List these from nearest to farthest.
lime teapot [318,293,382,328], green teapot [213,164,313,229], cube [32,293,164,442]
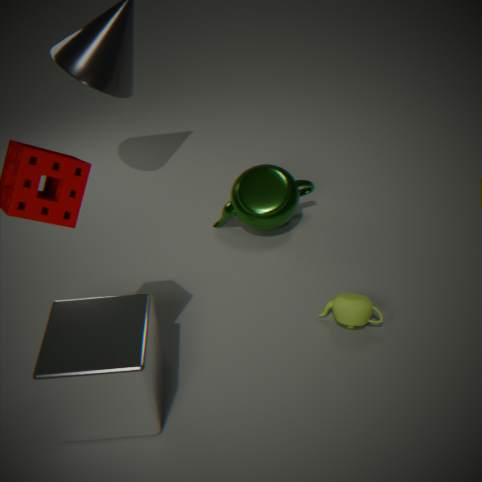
1. cube [32,293,164,442]
2. lime teapot [318,293,382,328]
3. green teapot [213,164,313,229]
